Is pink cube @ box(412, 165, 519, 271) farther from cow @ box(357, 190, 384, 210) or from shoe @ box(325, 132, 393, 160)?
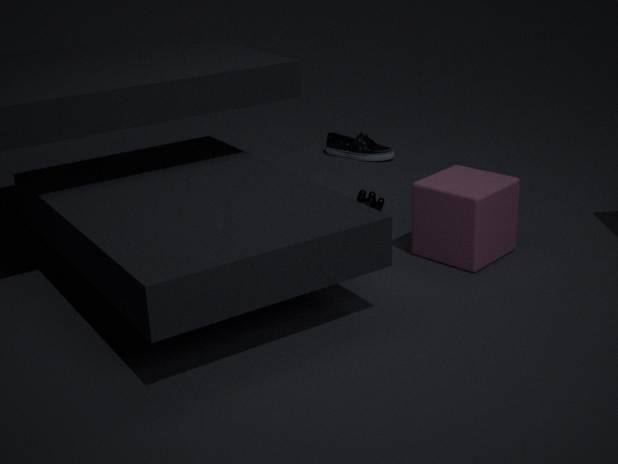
shoe @ box(325, 132, 393, 160)
